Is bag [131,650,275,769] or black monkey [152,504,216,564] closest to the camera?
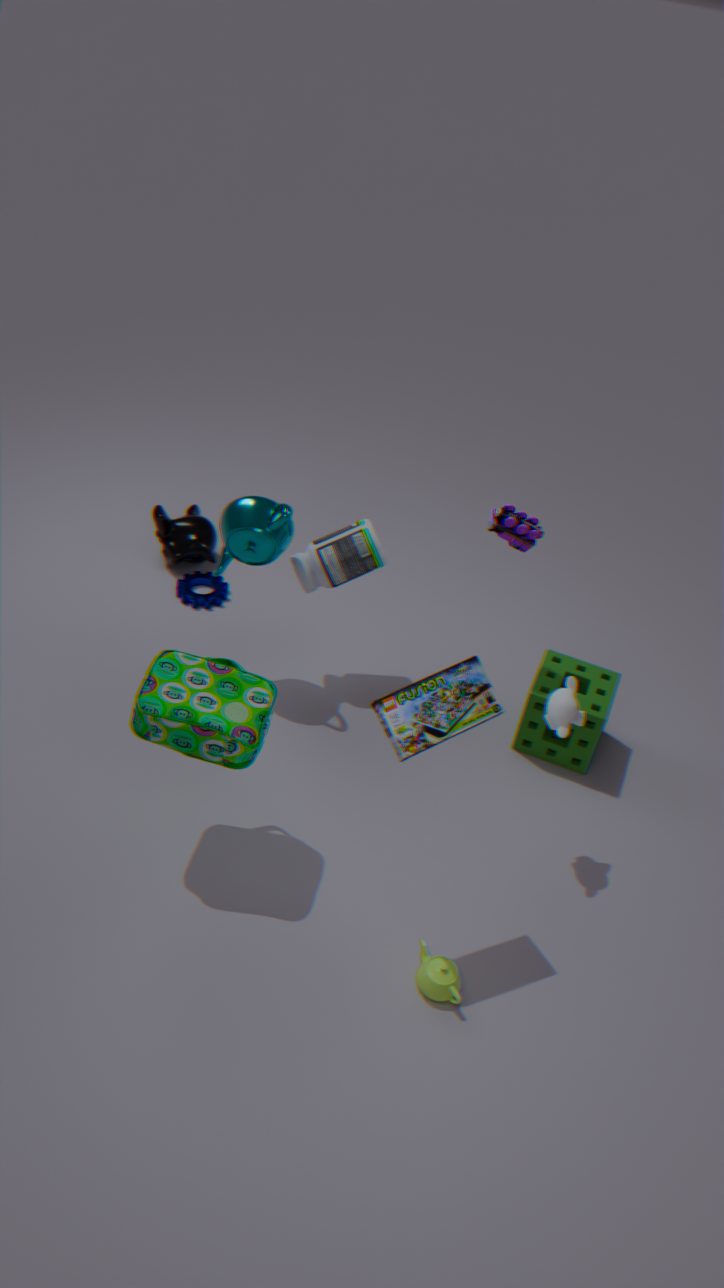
bag [131,650,275,769]
